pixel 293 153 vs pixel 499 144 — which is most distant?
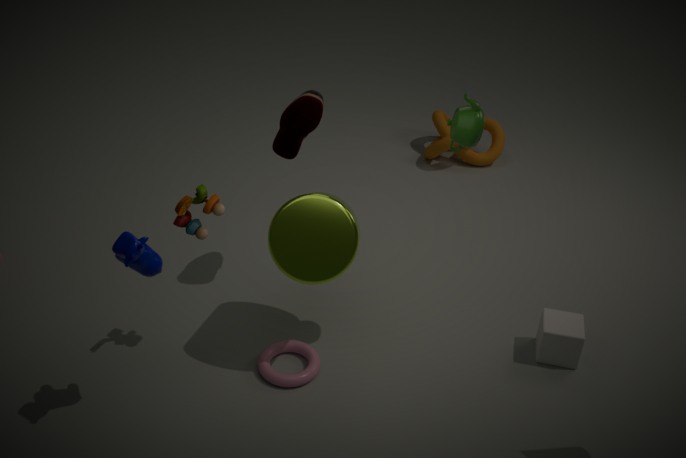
pixel 499 144
